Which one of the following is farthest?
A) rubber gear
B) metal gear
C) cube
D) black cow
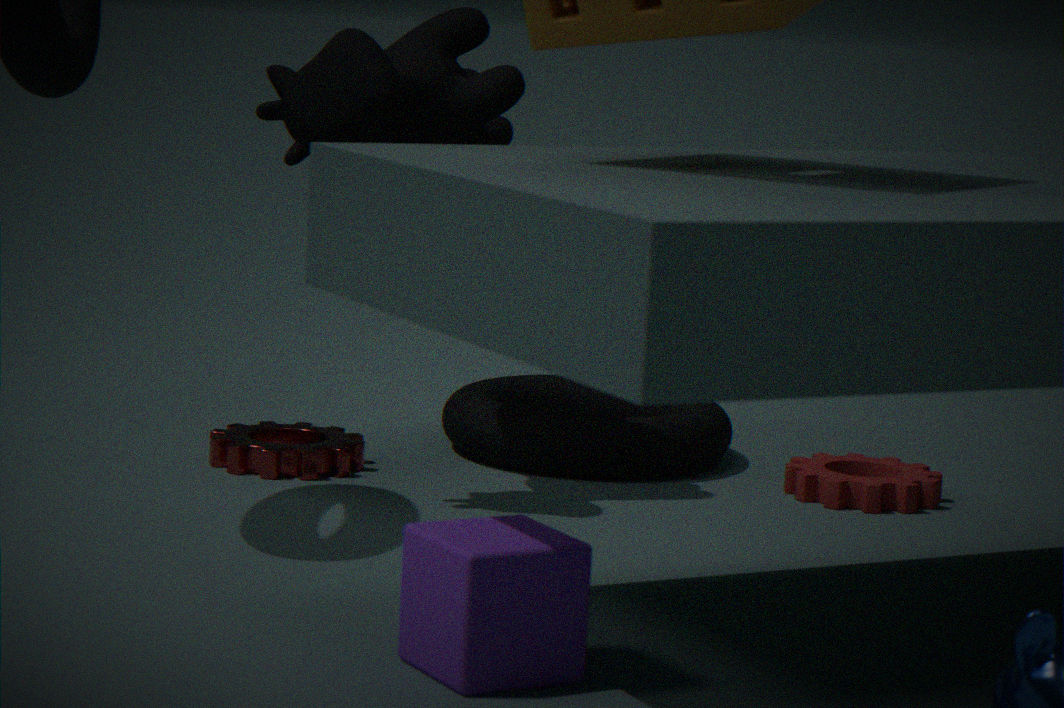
rubber gear
